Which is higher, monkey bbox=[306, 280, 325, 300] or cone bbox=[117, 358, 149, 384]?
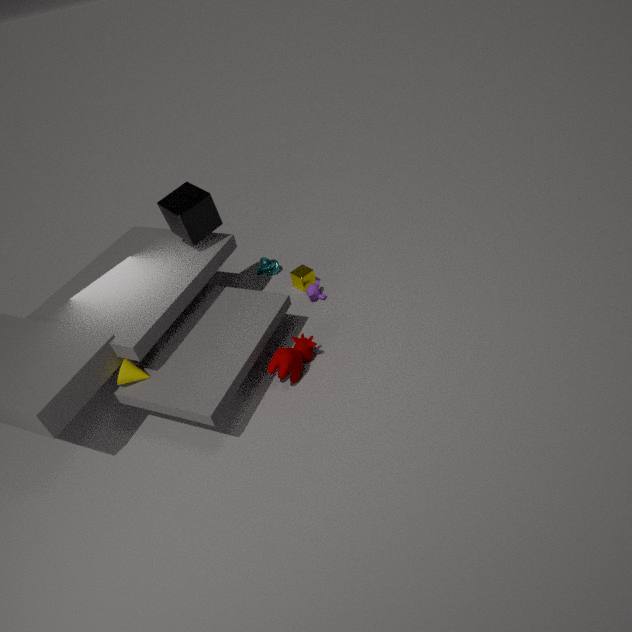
cone bbox=[117, 358, 149, 384]
